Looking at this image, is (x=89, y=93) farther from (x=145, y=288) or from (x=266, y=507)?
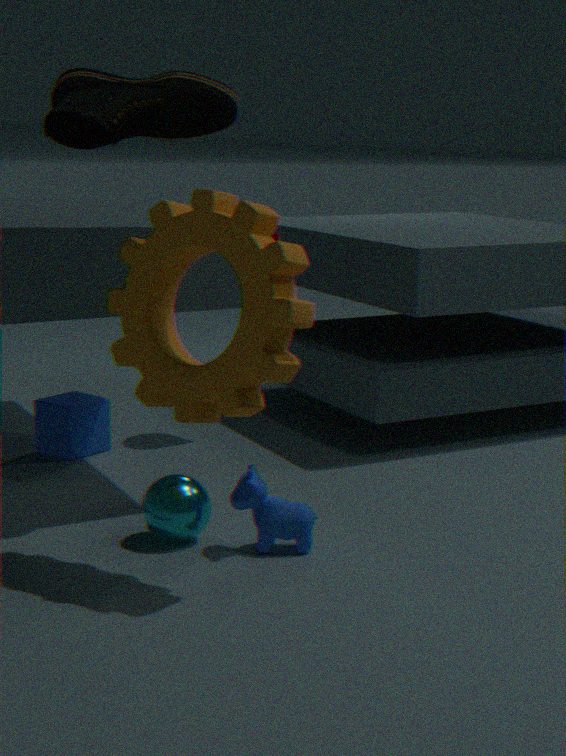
(x=266, y=507)
